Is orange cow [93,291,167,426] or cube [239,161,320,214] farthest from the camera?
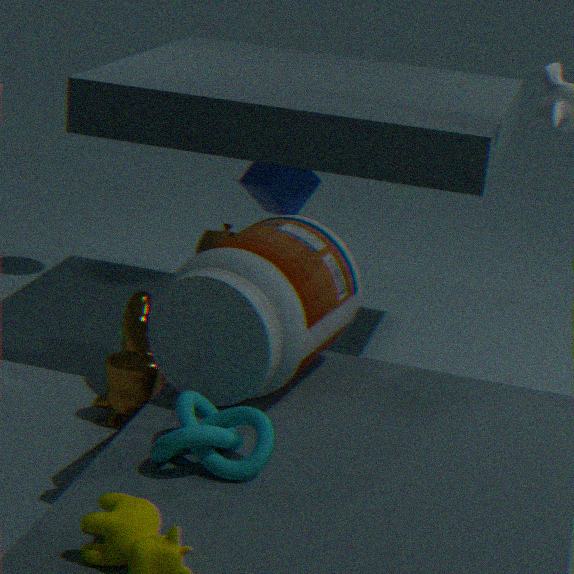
cube [239,161,320,214]
